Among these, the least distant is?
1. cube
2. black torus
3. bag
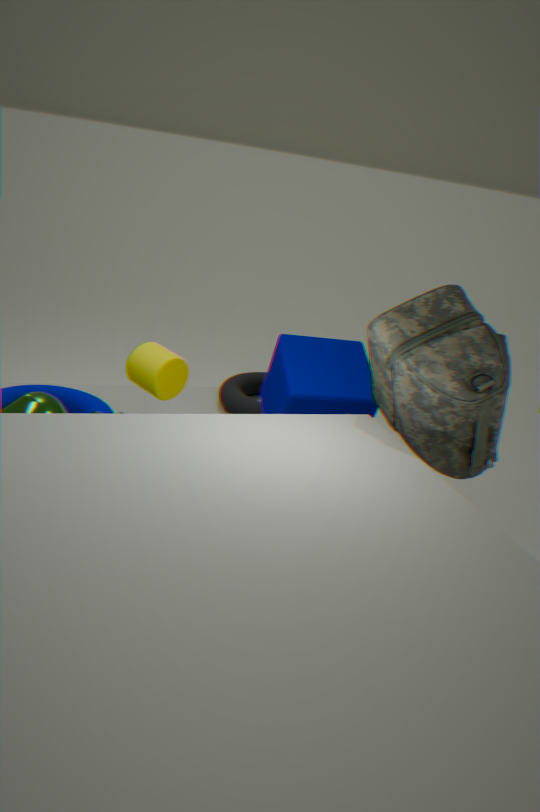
bag
